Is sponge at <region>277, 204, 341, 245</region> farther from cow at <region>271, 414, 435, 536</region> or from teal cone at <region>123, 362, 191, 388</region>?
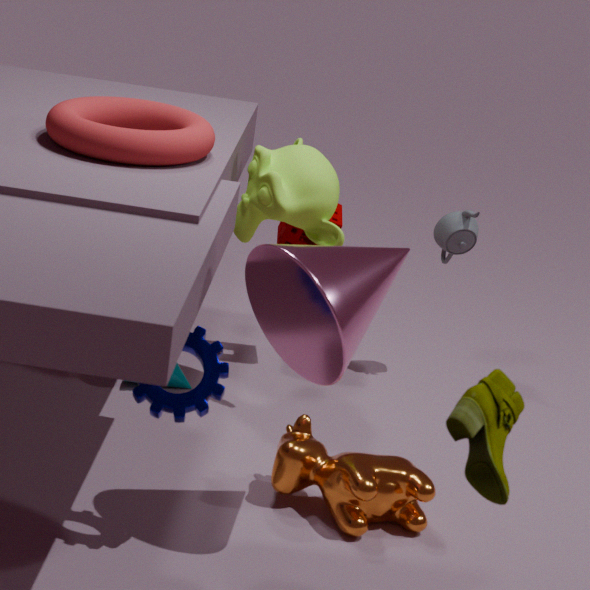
cow at <region>271, 414, 435, 536</region>
